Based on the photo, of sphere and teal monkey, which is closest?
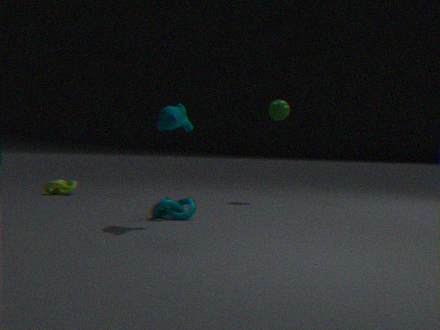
teal monkey
